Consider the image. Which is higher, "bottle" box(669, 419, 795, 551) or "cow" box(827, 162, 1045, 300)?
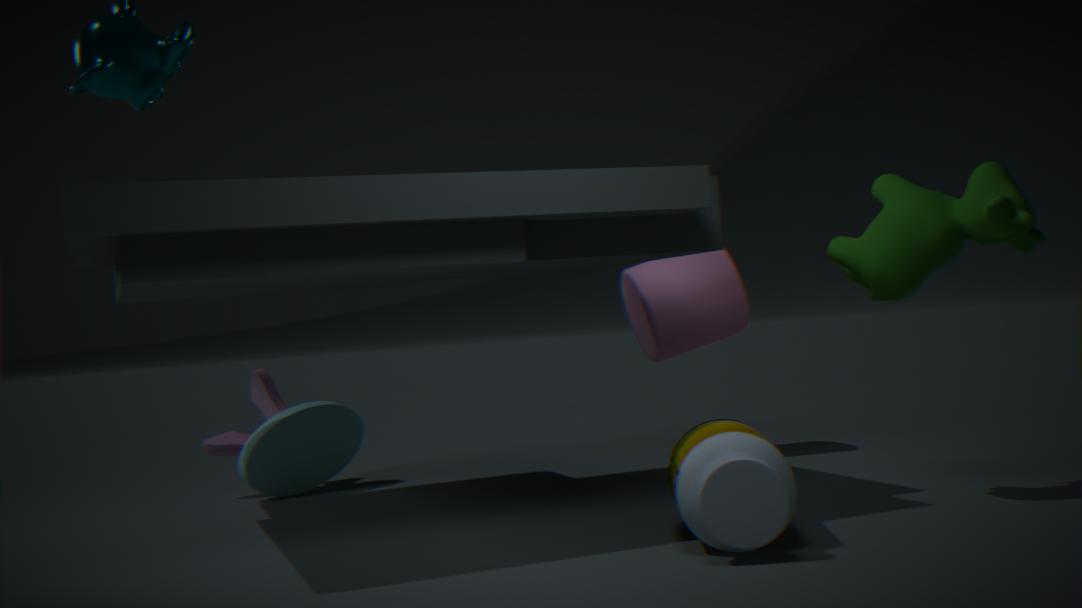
"cow" box(827, 162, 1045, 300)
